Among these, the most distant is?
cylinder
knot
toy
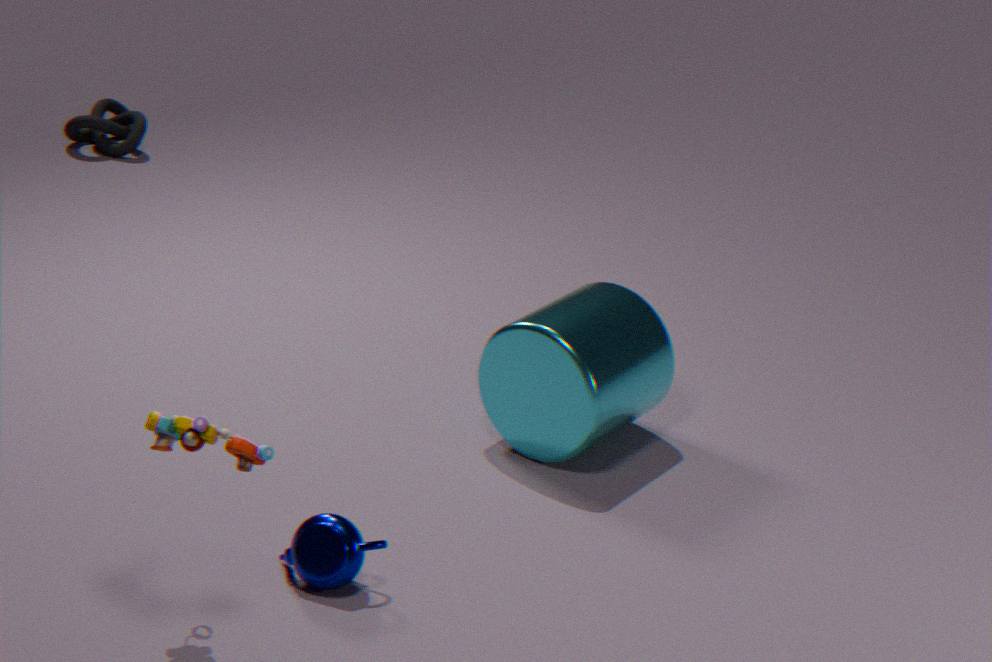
knot
